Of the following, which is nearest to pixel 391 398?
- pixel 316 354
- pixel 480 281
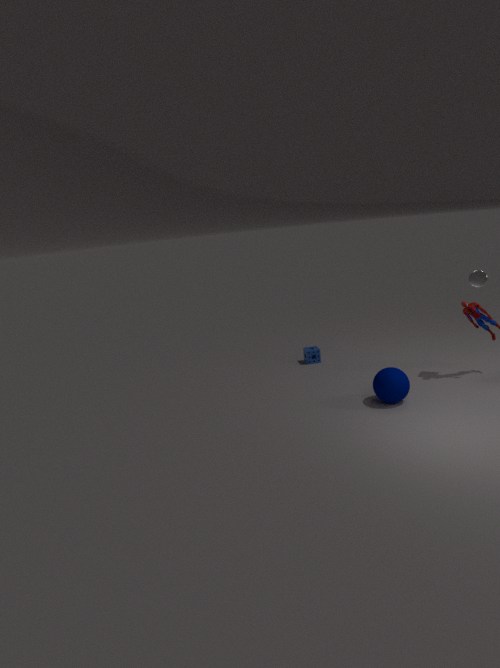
pixel 480 281
